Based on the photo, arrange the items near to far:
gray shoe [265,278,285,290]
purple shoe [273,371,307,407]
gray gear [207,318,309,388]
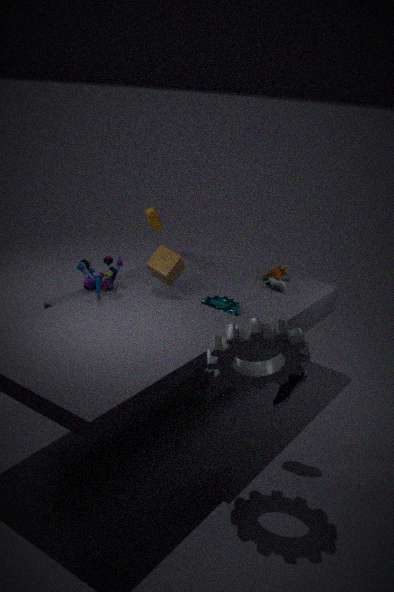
Answer: gray gear [207,318,309,388], purple shoe [273,371,307,407], gray shoe [265,278,285,290]
